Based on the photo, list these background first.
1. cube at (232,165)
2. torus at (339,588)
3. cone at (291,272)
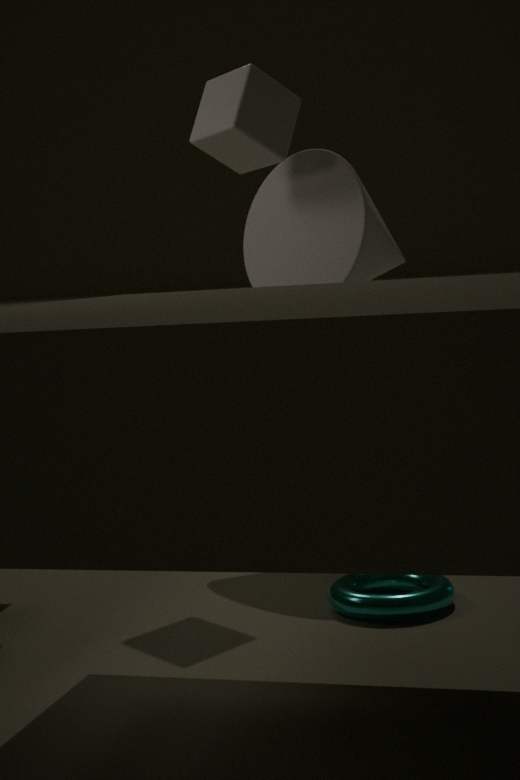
cone at (291,272) < cube at (232,165) < torus at (339,588)
